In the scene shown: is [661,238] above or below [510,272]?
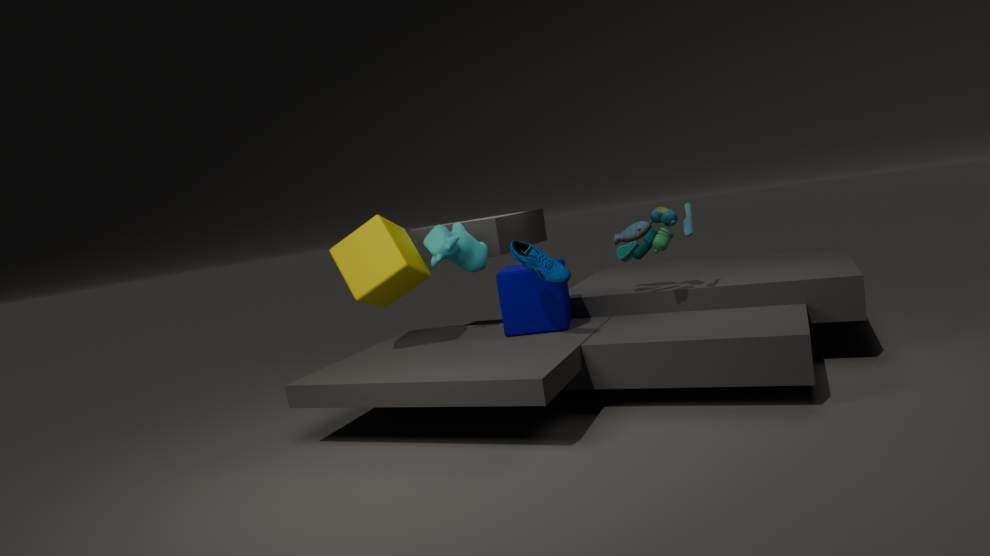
above
